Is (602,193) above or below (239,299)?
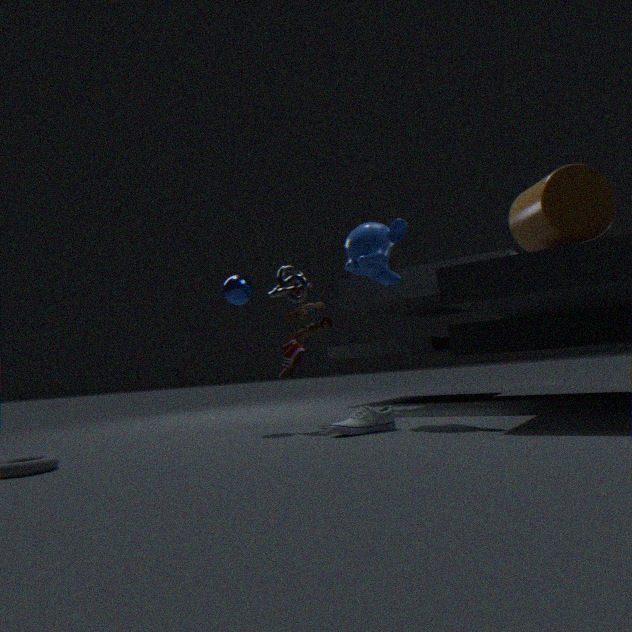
above
